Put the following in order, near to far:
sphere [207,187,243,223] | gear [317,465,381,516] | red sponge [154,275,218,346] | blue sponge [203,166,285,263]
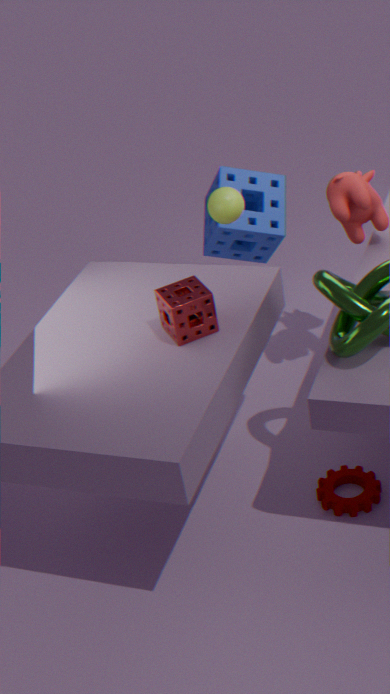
red sponge [154,275,218,346] < gear [317,465,381,516] < sphere [207,187,243,223] < blue sponge [203,166,285,263]
